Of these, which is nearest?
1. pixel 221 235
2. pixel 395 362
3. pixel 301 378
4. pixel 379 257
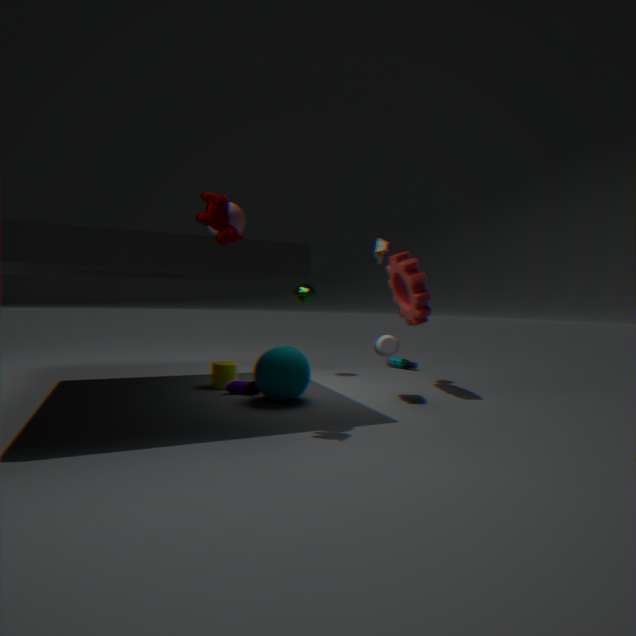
pixel 221 235
